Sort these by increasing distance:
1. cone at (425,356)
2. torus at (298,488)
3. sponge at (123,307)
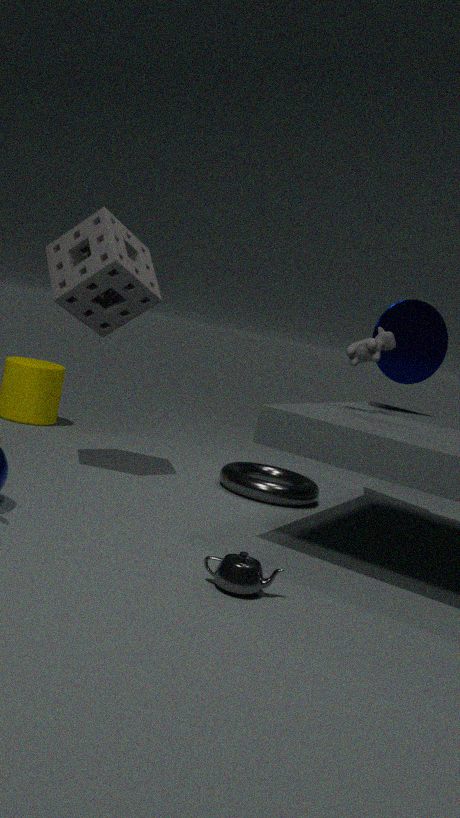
sponge at (123,307) → torus at (298,488) → cone at (425,356)
